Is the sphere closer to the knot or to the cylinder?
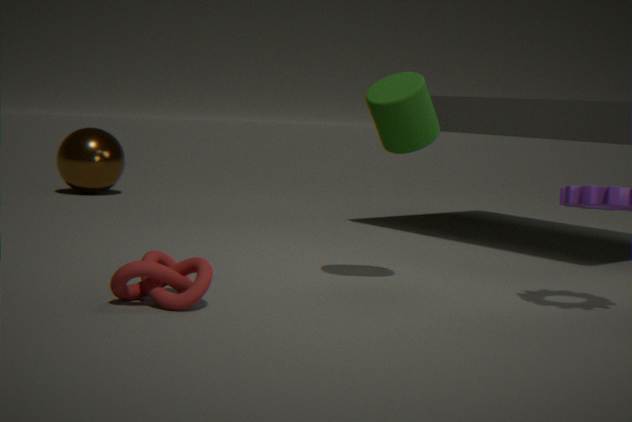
the knot
